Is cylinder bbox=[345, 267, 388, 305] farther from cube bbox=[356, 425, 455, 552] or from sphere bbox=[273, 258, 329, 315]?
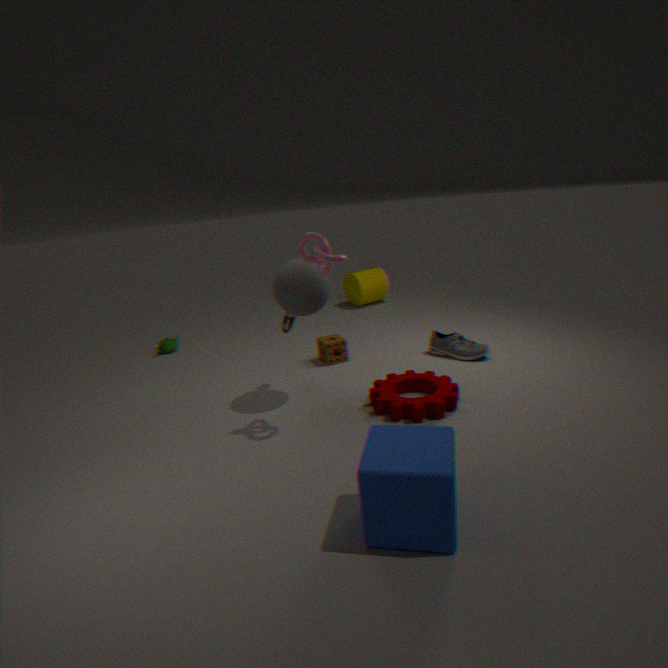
cube bbox=[356, 425, 455, 552]
